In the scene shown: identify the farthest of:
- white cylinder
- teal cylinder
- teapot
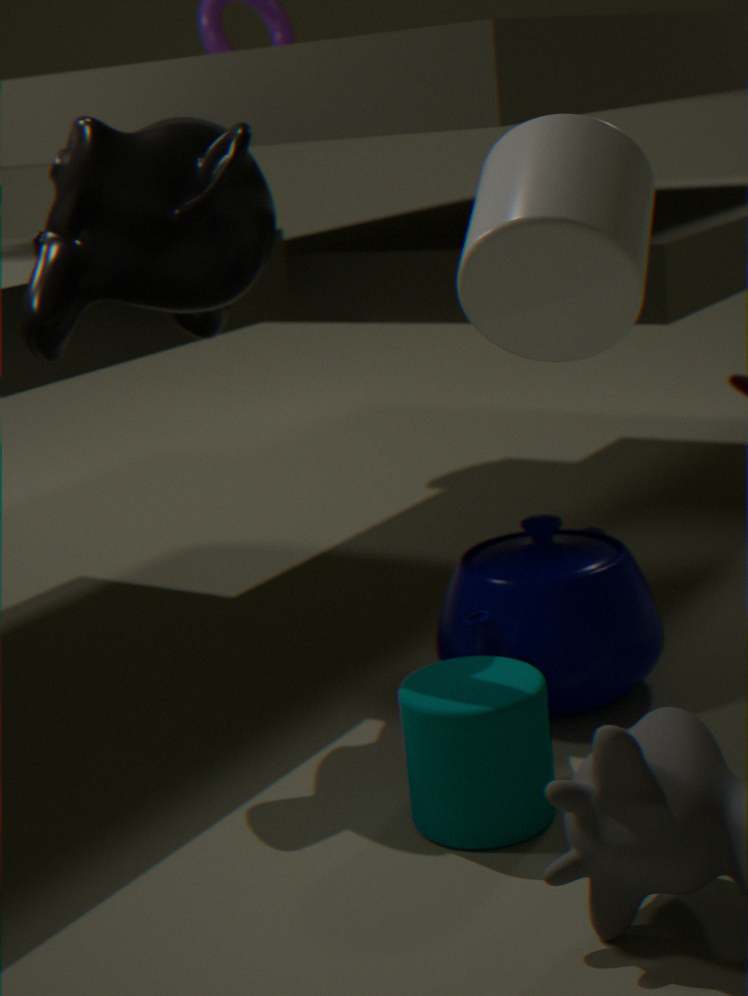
teapot
